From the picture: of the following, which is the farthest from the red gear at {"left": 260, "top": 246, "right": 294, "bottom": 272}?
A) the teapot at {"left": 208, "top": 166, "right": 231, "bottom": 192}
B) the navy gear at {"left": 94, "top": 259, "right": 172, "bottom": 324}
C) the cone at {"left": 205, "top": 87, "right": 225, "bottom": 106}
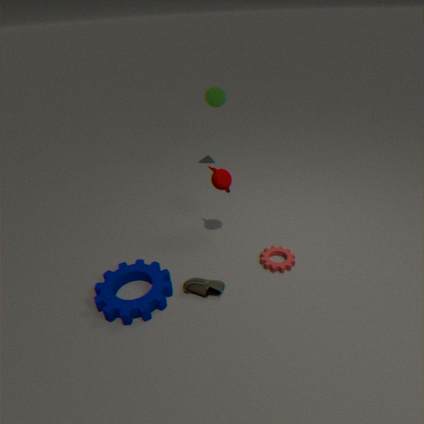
the cone at {"left": 205, "top": 87, "right": 225, "bottom": 106}
